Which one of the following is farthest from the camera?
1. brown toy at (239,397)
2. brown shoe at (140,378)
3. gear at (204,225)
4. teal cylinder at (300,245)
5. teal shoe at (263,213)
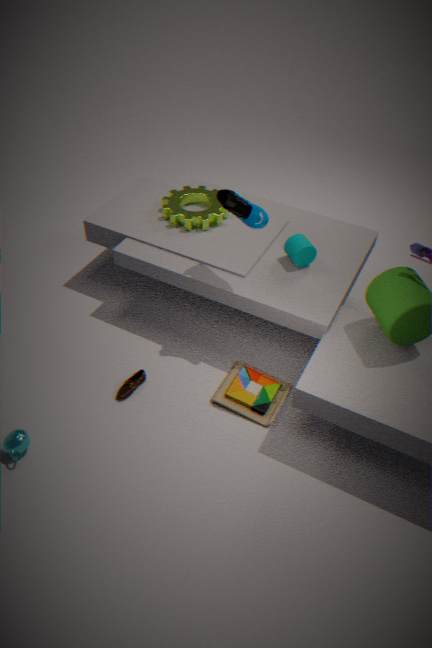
gear at (204,225)
